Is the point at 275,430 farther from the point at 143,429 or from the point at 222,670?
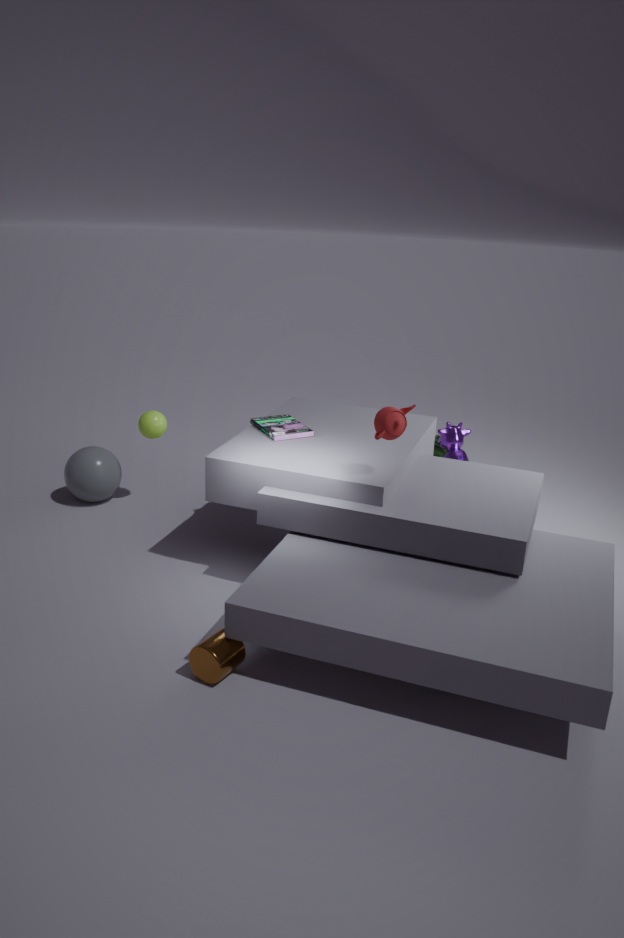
the point at 222,670
